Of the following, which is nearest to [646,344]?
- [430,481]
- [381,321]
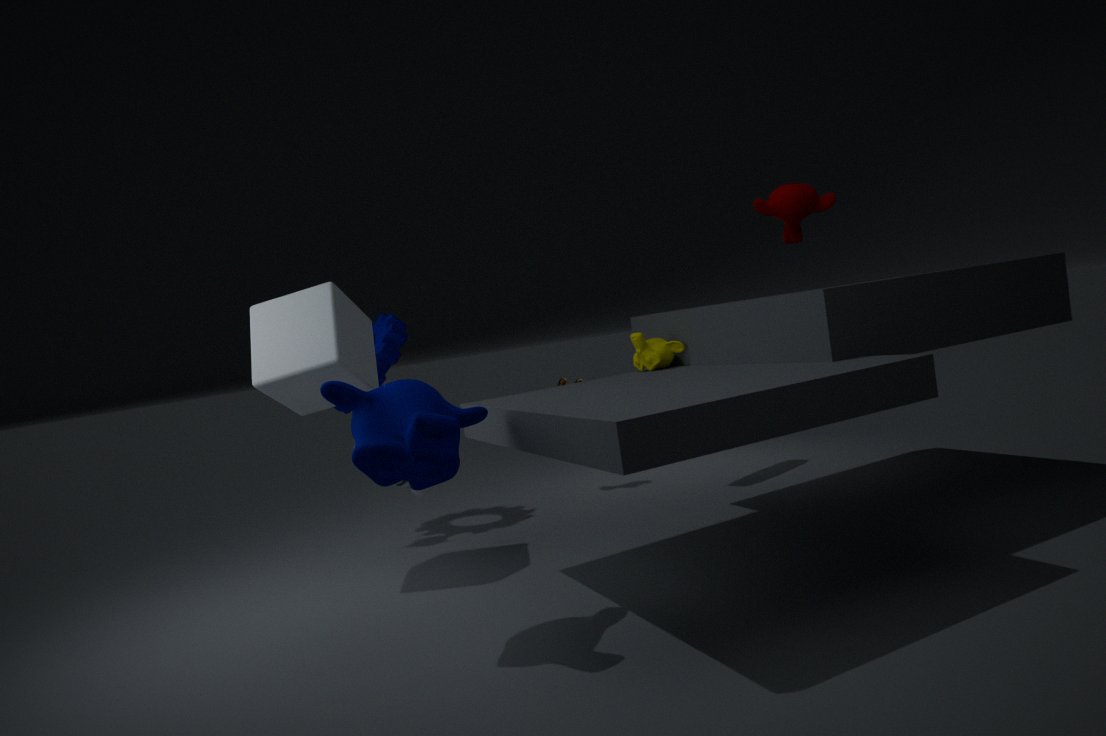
[430,481]
